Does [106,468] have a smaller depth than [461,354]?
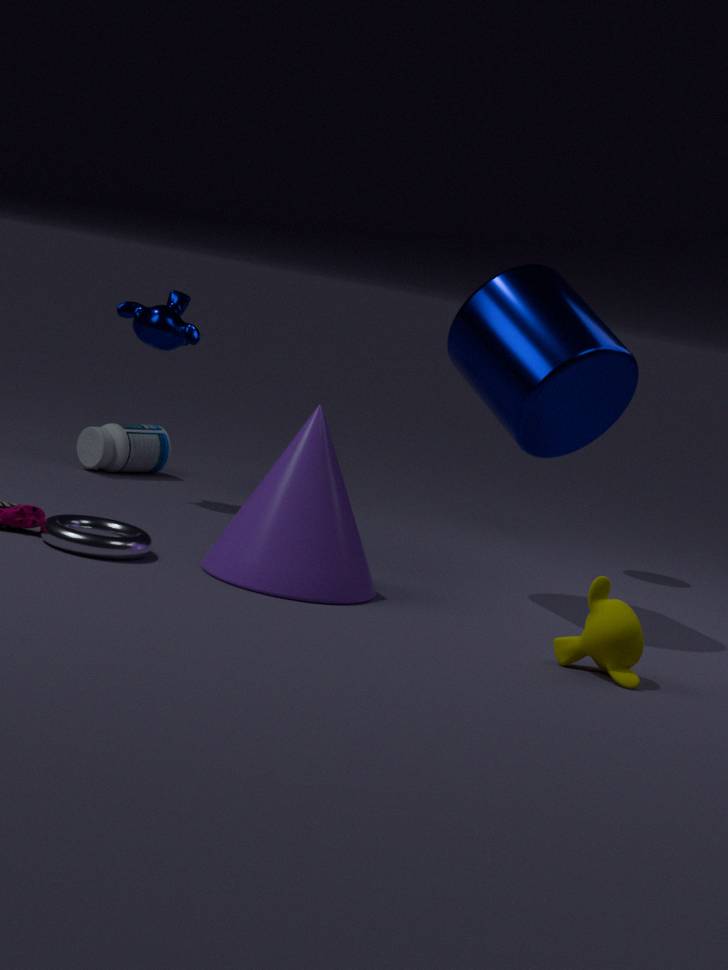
No
